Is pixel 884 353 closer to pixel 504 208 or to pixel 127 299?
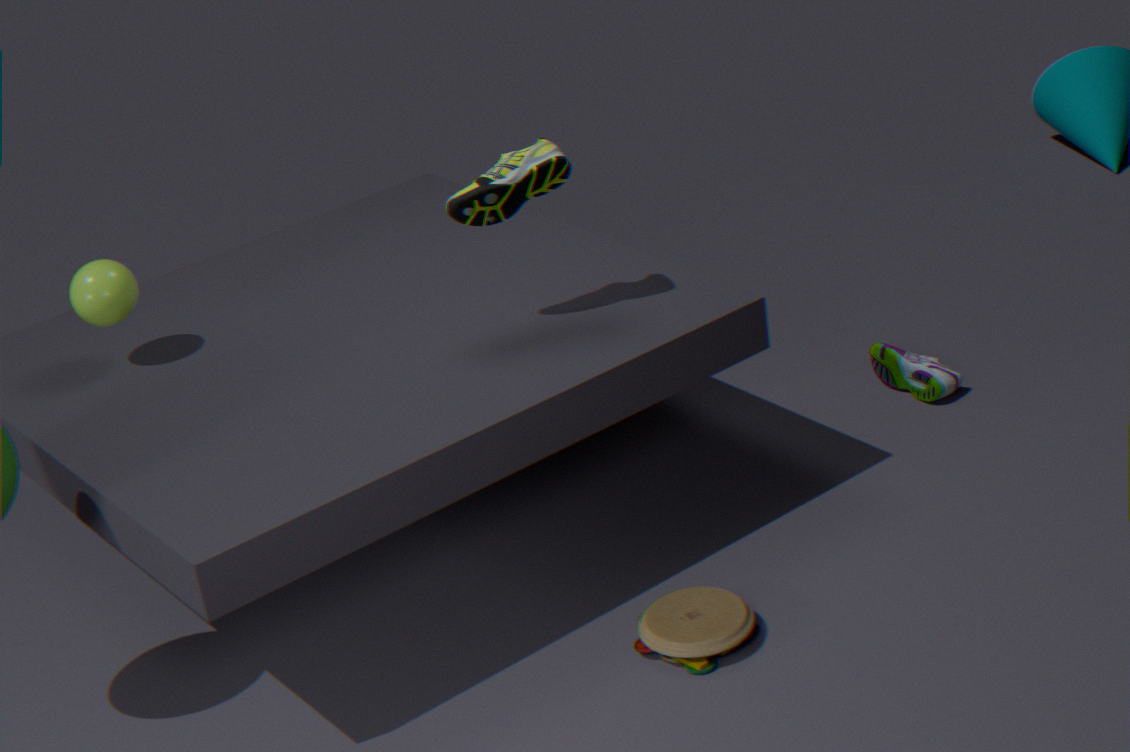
pixel 504 208
